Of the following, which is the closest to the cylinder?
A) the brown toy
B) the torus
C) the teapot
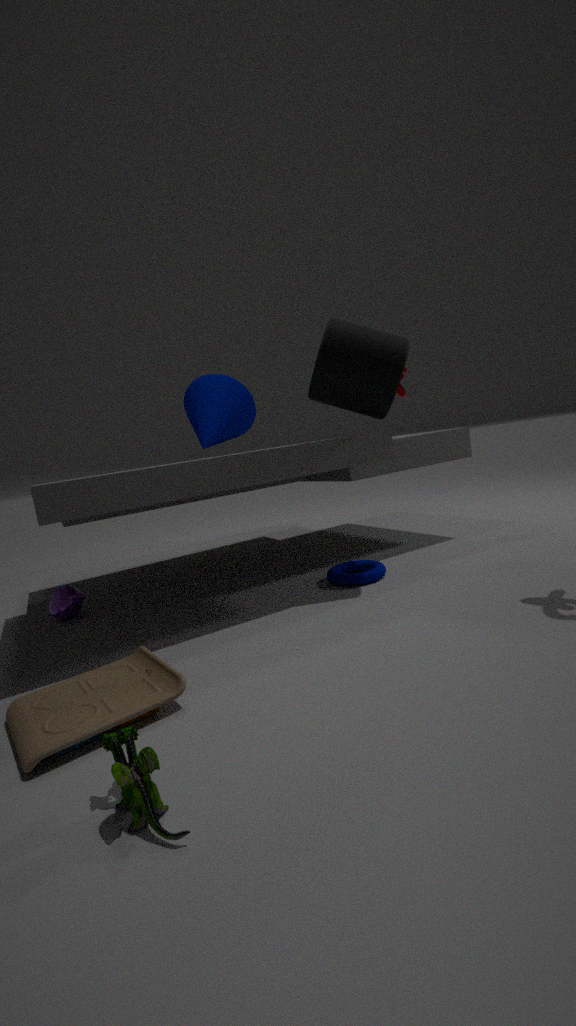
the torus
